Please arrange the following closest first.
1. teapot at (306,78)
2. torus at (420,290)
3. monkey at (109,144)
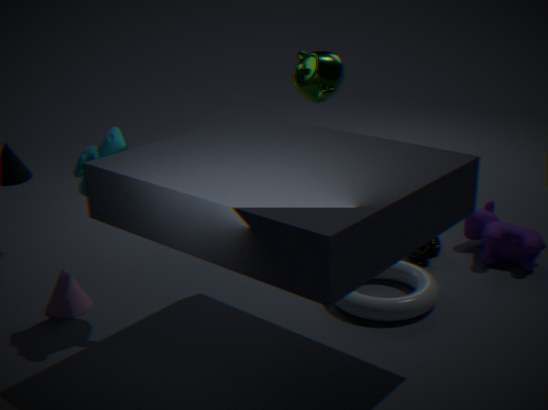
monkey at (109,144) → torus at (420,290) → teapot at (306,78)
